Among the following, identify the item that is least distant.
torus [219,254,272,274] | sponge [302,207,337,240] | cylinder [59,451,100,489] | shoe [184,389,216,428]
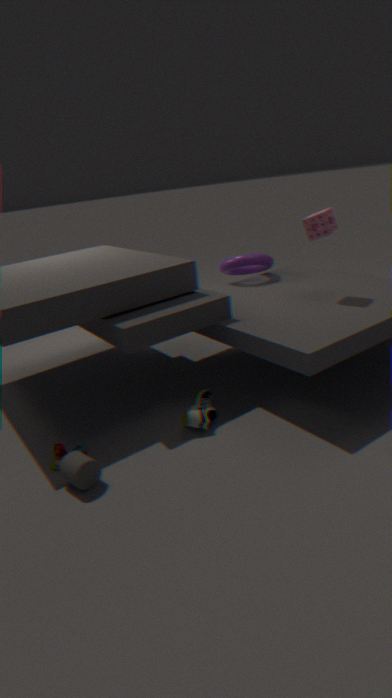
cylinder [59,451,100,489]
